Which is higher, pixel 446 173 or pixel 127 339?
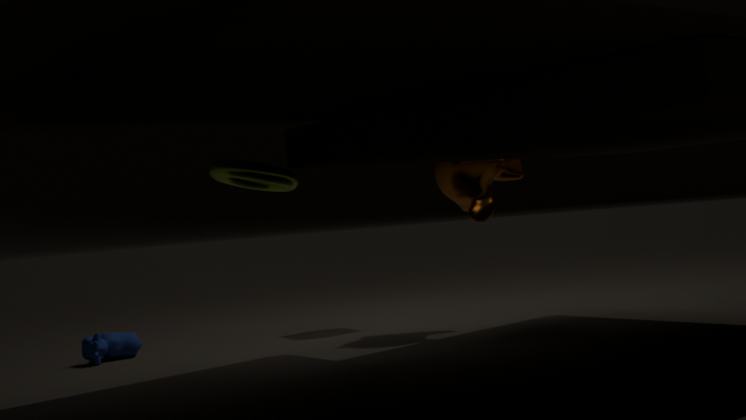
pixel 446 173
